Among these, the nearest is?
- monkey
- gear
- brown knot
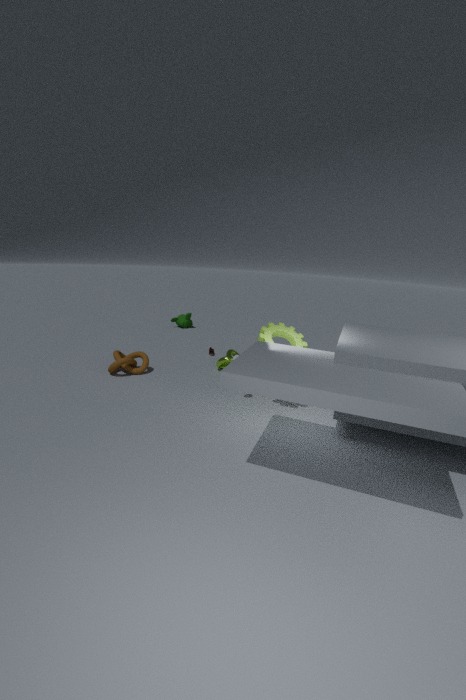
gear
